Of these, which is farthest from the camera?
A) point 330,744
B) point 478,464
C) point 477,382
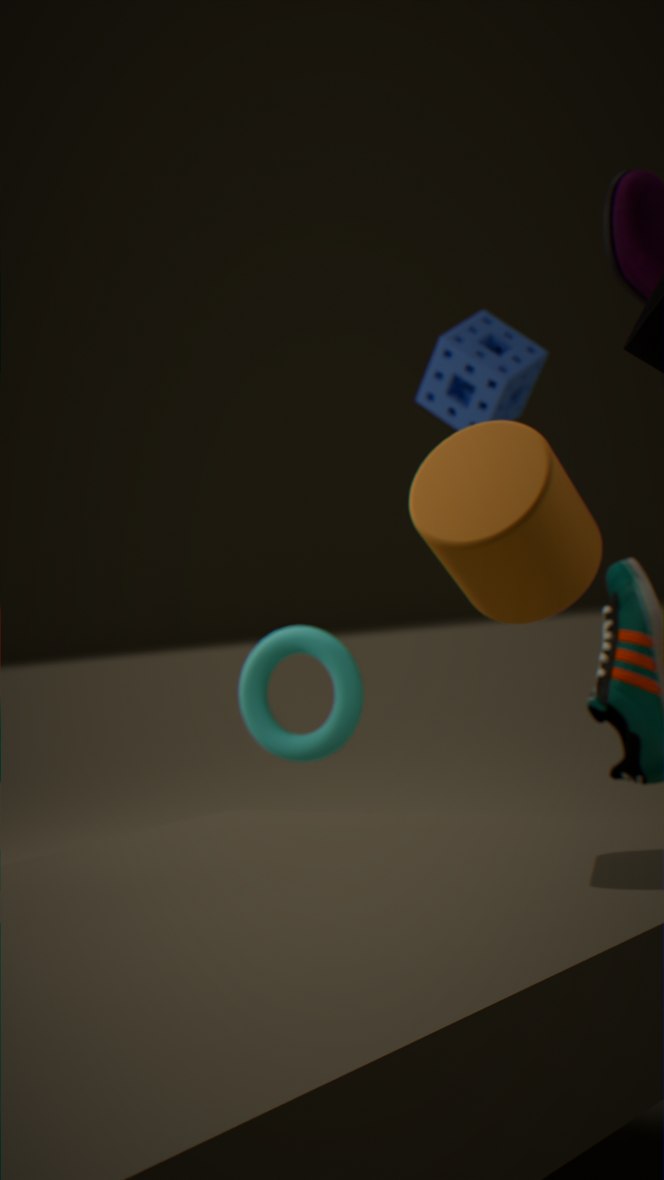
point 477,382
